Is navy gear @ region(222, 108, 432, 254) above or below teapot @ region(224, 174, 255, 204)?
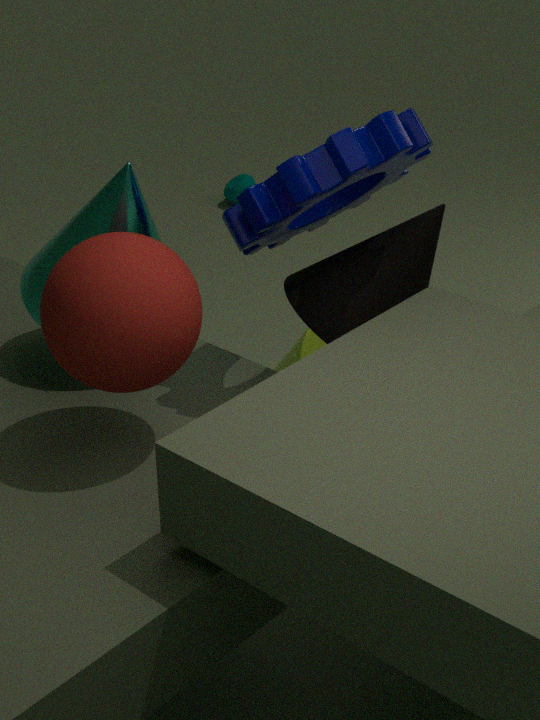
above
